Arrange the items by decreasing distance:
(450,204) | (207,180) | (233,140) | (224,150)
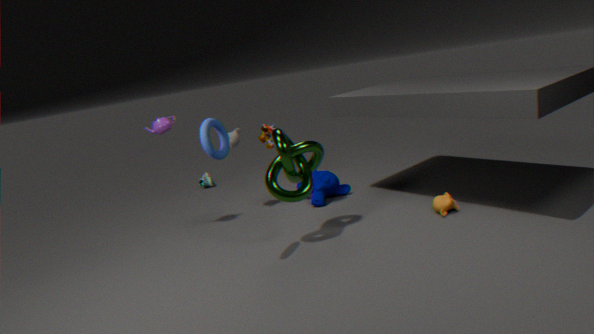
(207,180) → (233,140) → (450,204) → (224,150)
